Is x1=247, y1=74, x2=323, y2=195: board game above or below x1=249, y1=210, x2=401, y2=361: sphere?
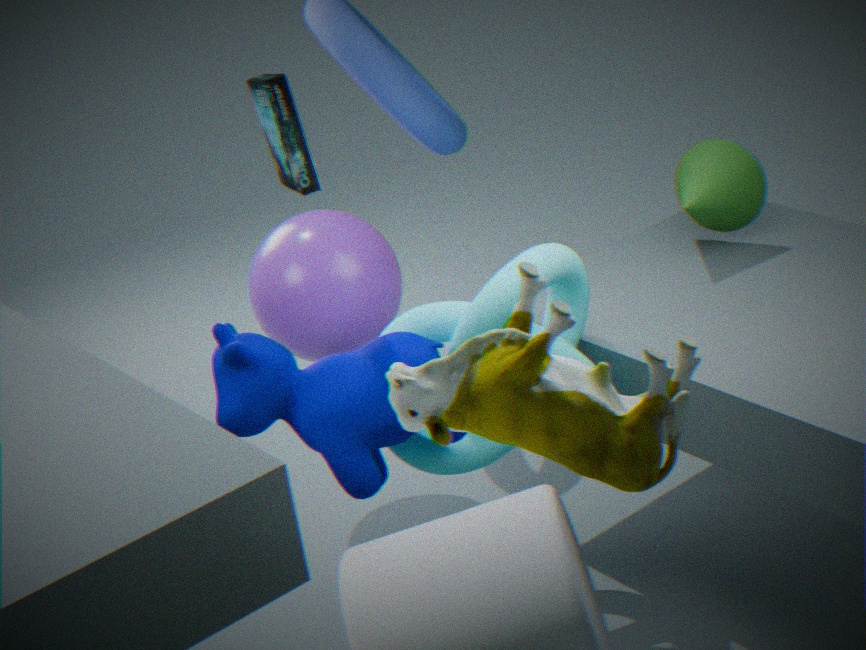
above
